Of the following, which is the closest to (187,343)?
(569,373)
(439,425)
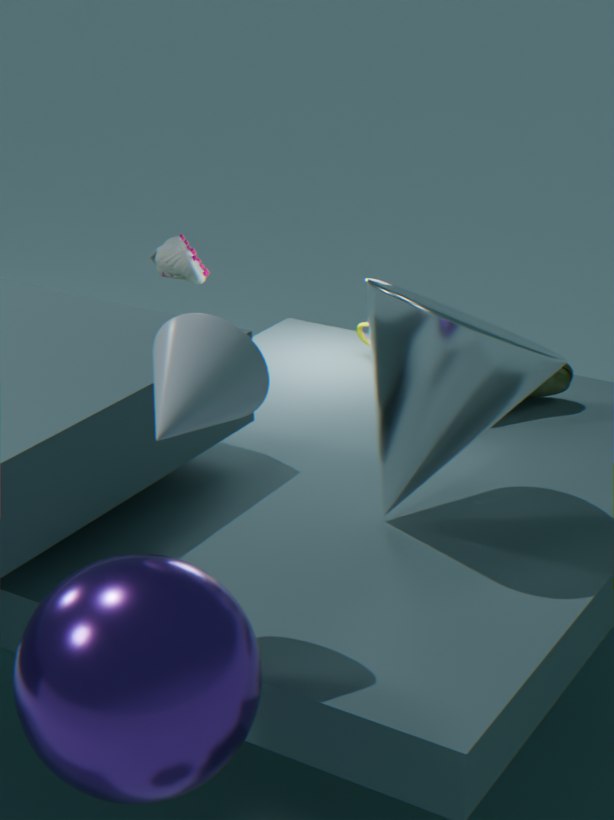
(439,425)
